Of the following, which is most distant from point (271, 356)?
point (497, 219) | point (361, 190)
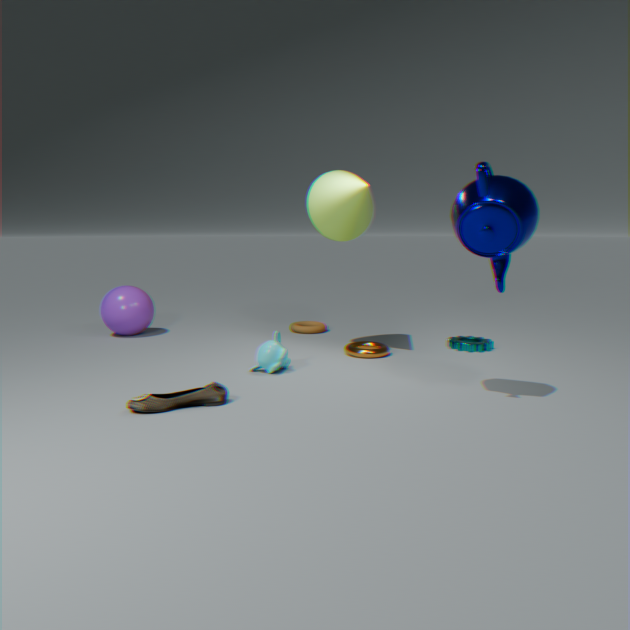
point (497, 219)
